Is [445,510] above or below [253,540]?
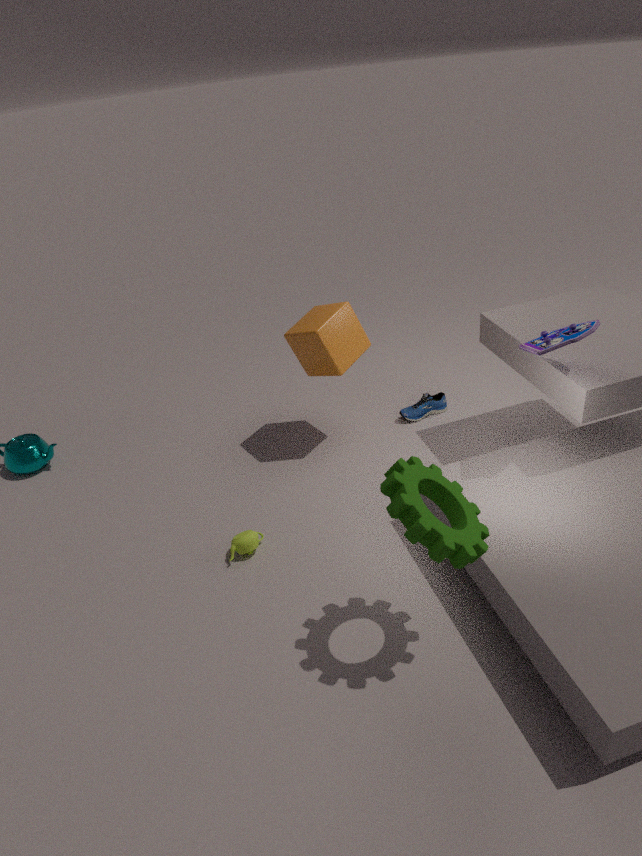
above
